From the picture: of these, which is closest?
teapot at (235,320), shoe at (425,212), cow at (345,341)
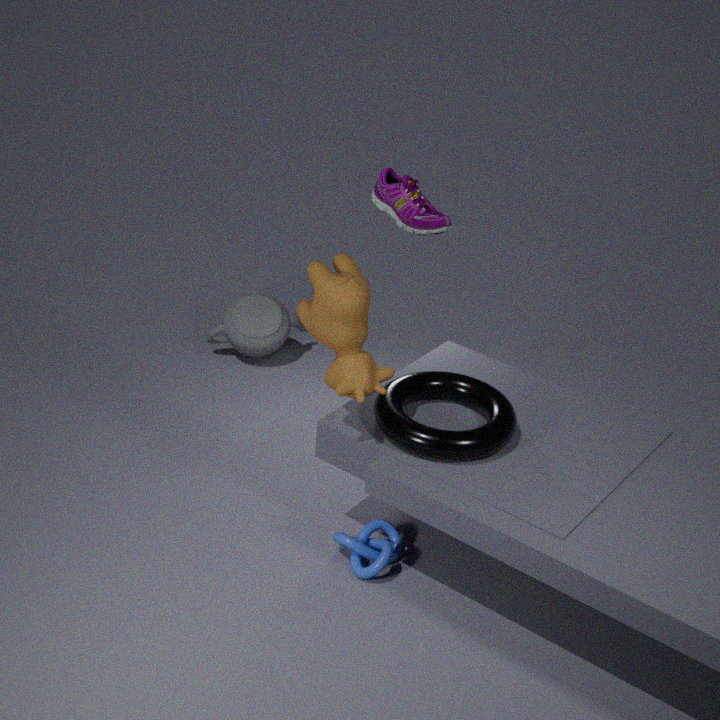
cow at (345,341)
